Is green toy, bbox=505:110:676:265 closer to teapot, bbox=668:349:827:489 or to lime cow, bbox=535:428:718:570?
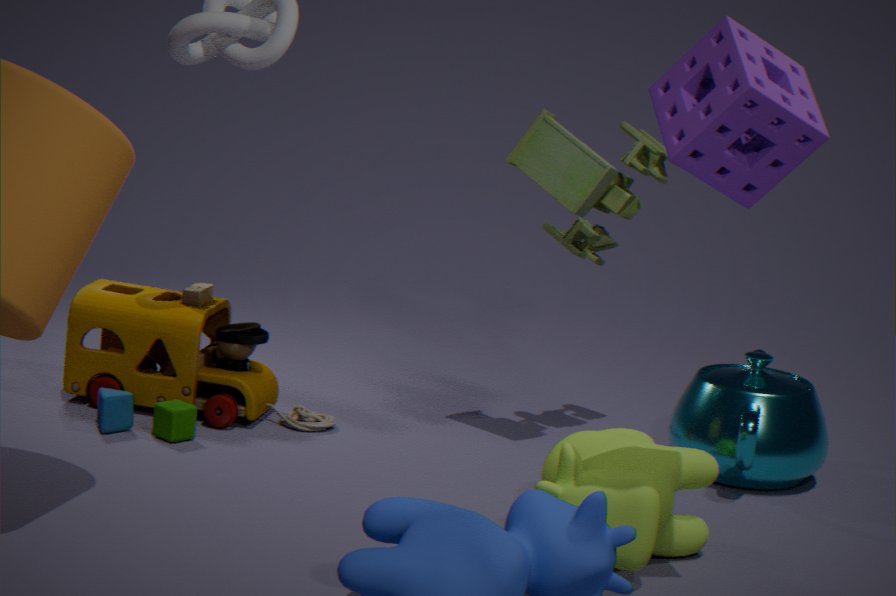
teapot, bbox=668:349:827:489
